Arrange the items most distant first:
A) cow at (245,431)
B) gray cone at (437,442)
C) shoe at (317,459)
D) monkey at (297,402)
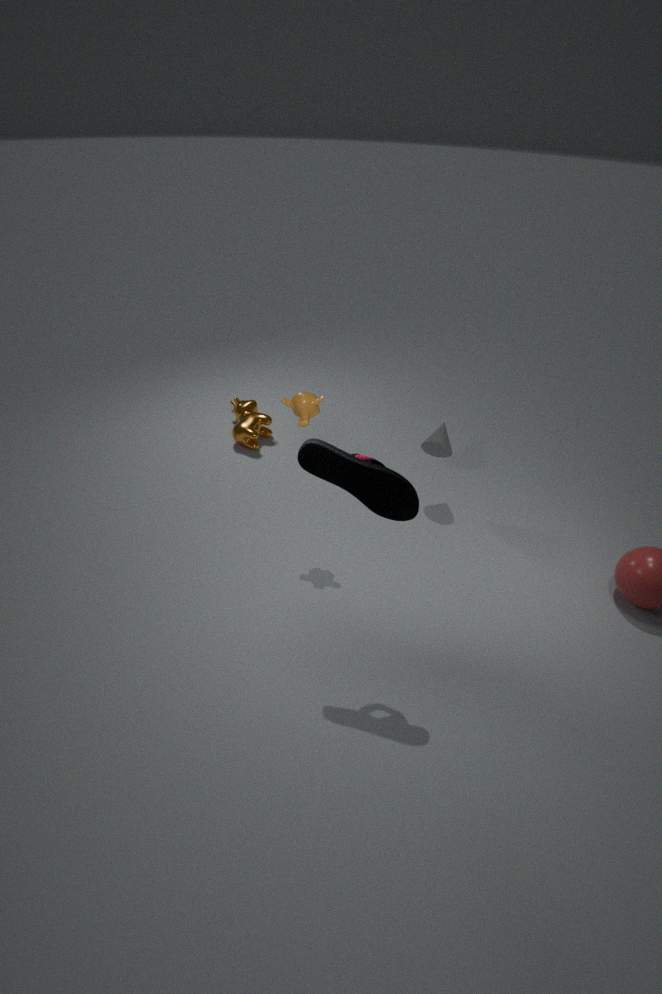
cow at (245,431) < gray cone at (437,442) < monkey at (297,402) < shoe at (317,459)
